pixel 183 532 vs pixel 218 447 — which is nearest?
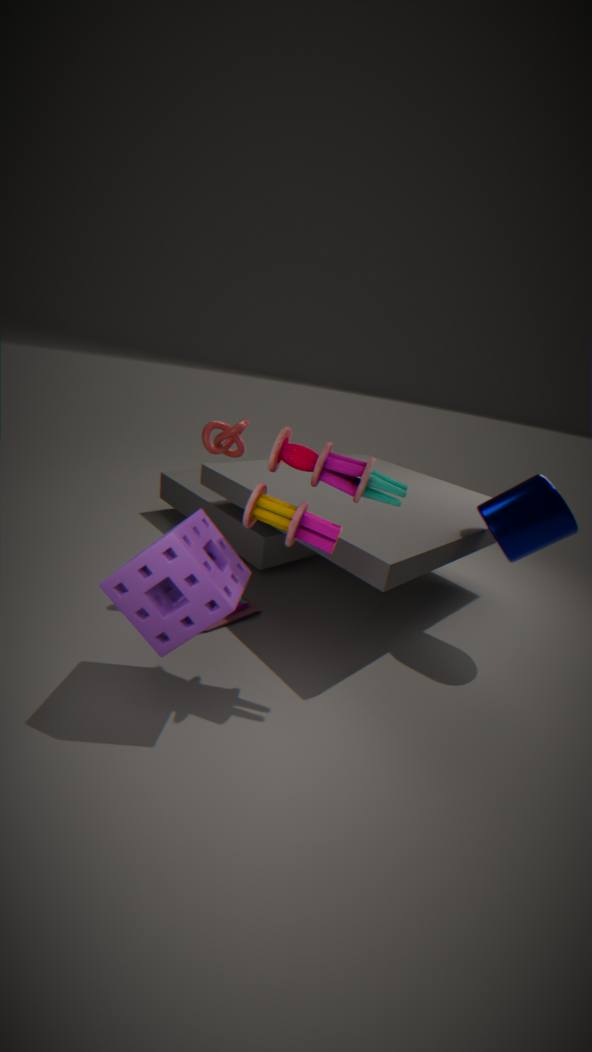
pixel 183 532
